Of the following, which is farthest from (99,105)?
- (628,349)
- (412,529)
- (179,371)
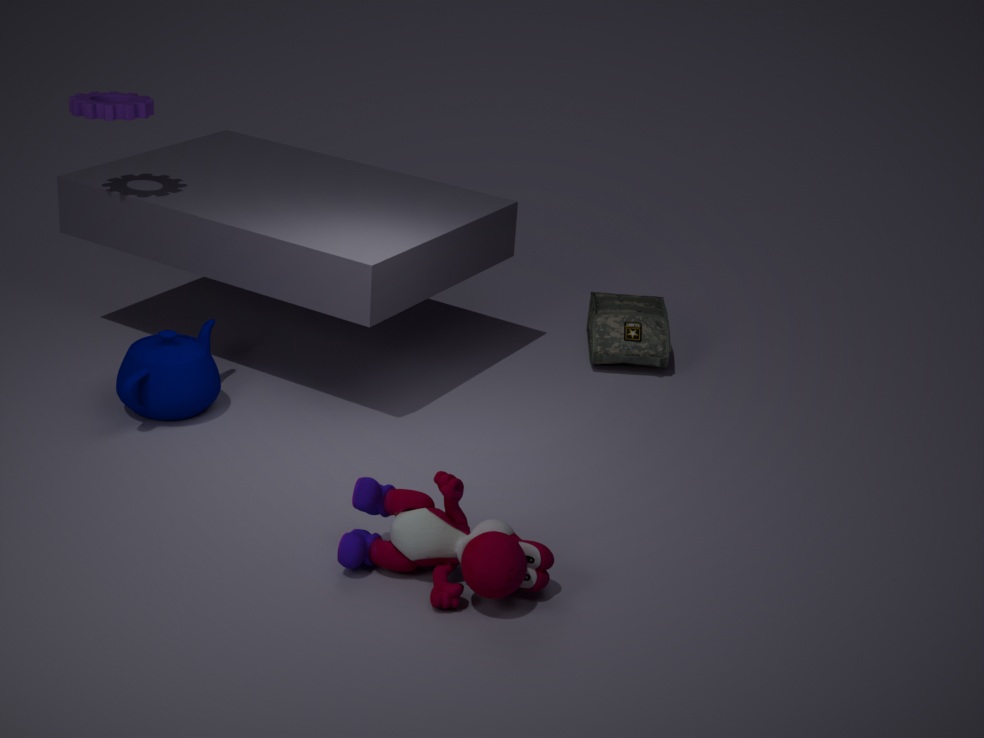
(412,529)
